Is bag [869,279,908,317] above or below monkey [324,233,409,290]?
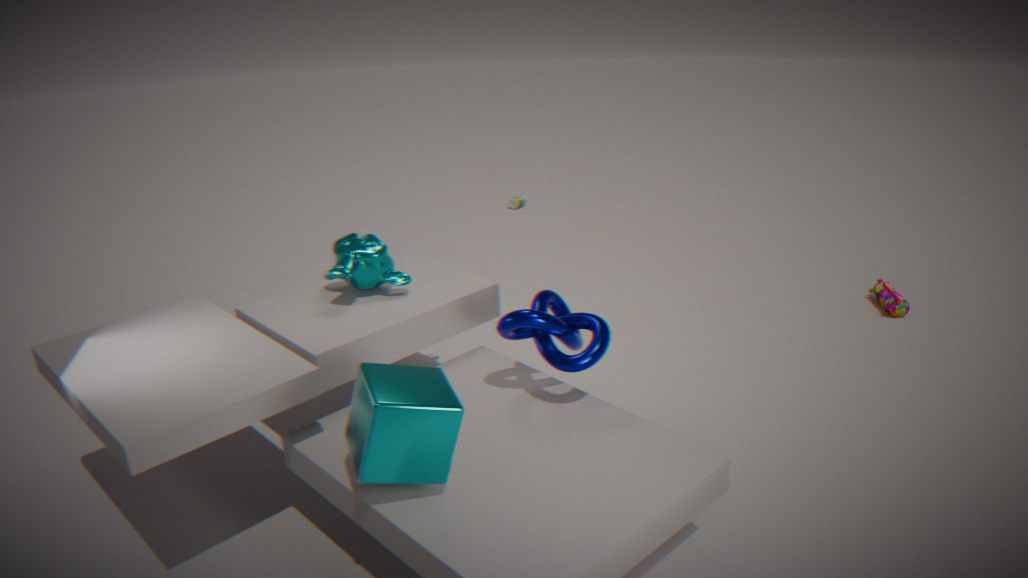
below
